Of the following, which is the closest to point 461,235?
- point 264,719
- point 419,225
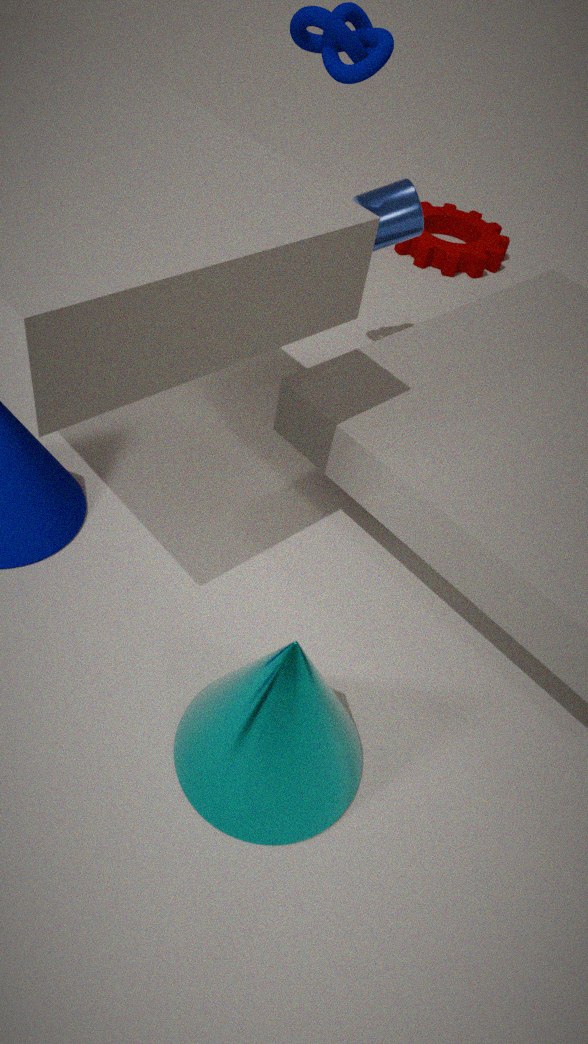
point 419,225
